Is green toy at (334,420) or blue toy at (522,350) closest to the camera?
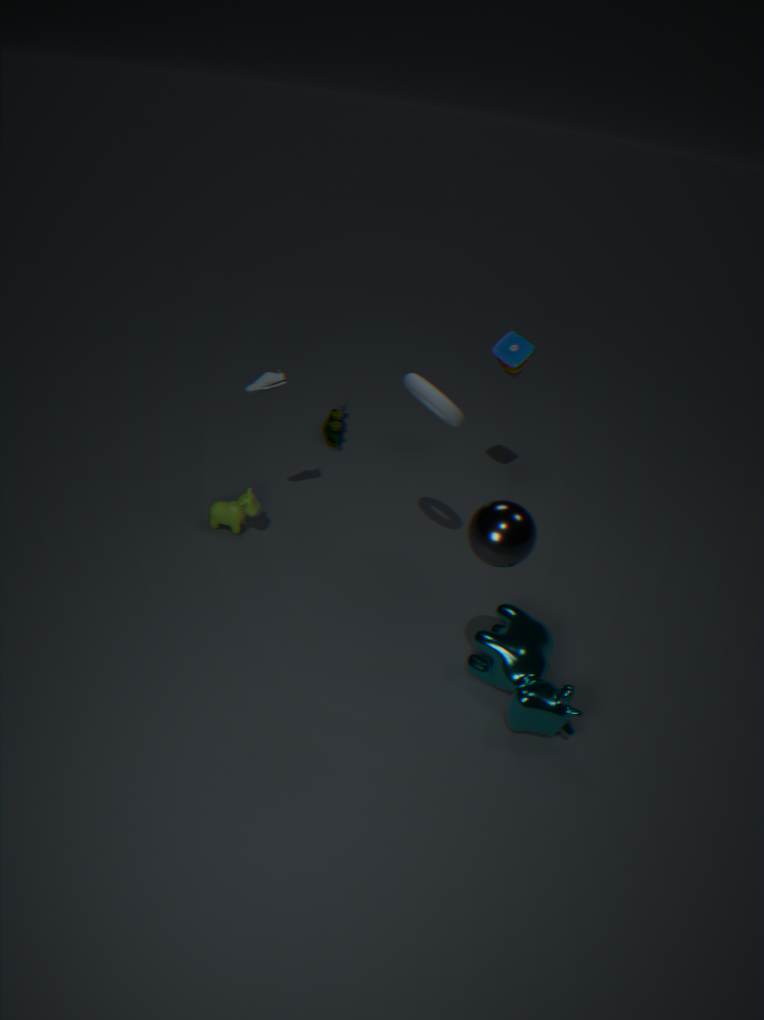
blue toy at (522,350)
